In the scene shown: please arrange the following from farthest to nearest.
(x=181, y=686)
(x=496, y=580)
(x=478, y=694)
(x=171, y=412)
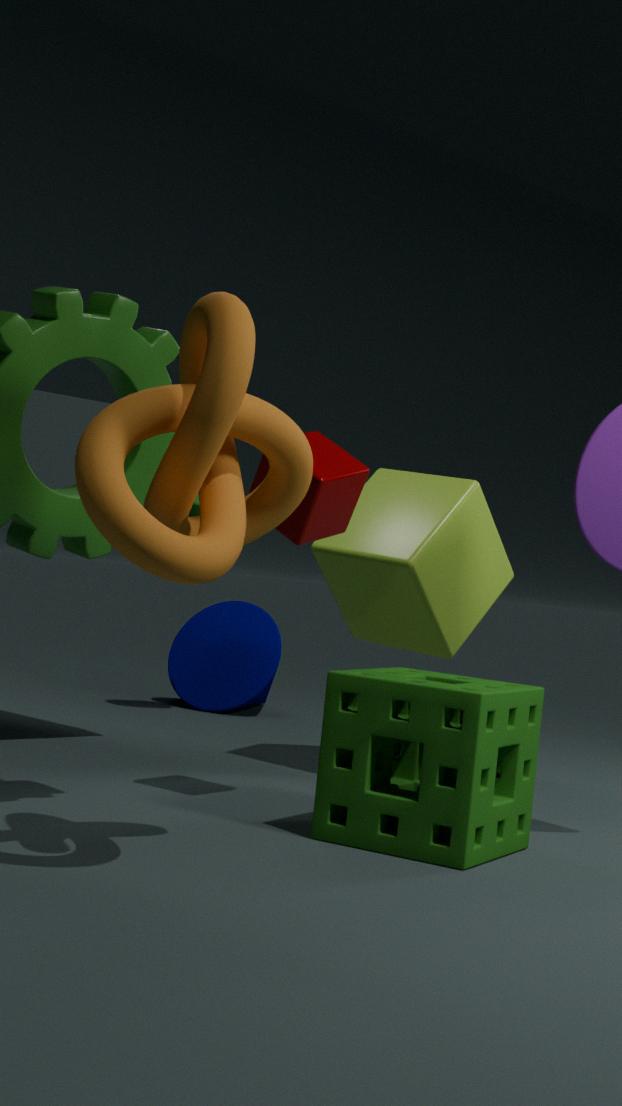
(x=181, y=686), (x=496, y=580), (x=478, y=694), (x=171, y=412)
